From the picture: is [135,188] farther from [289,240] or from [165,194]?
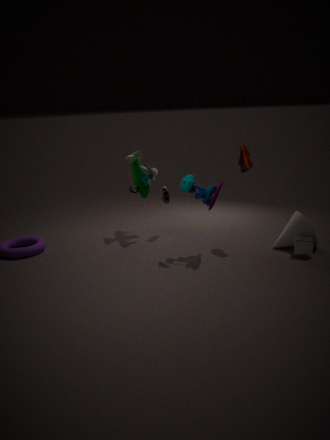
[289,240]
